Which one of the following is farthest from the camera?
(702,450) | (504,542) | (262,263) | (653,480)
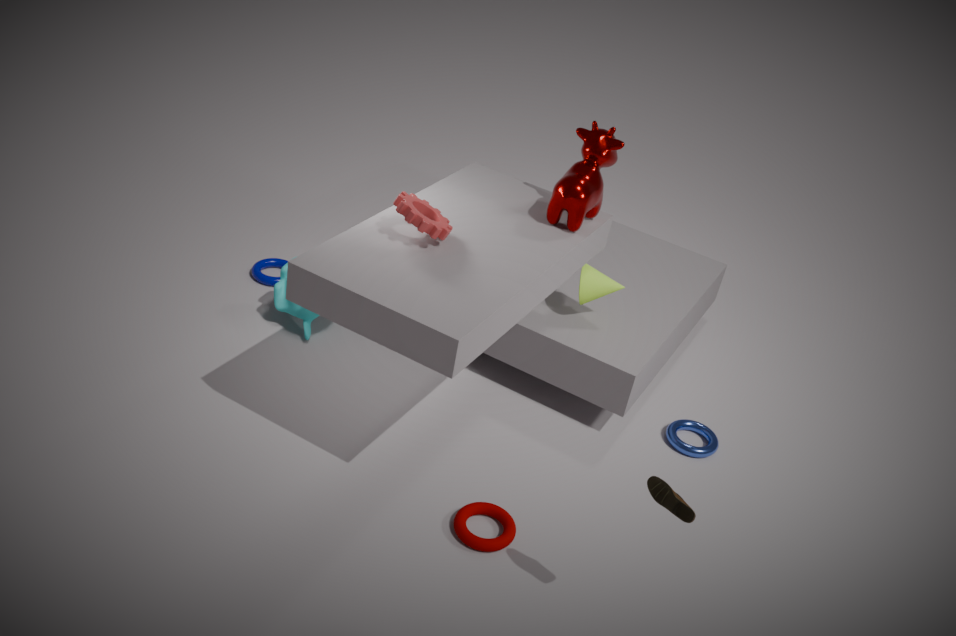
(262,263)
